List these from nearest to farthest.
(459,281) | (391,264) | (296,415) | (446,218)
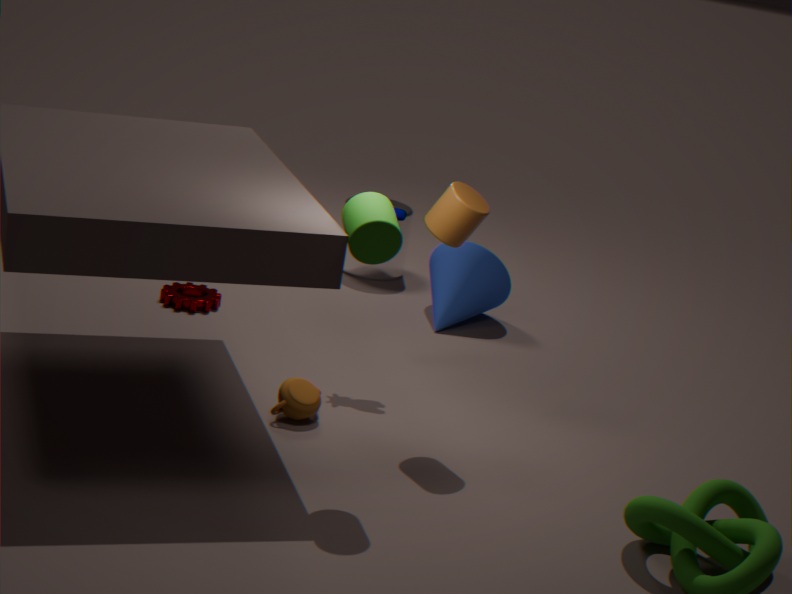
1. (446,218)
2. (296,415)
3. (459,281)
4. (391,264)
